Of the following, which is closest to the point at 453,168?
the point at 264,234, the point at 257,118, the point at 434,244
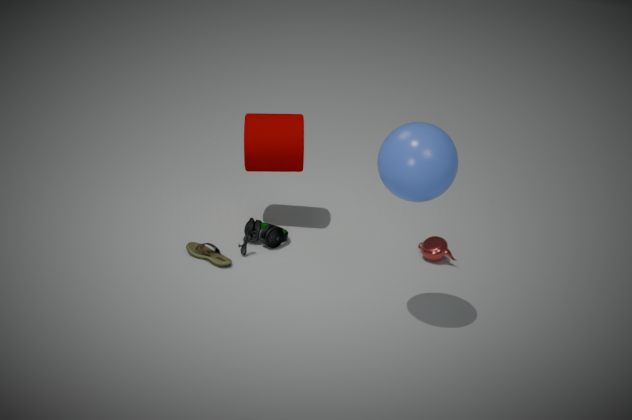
the point at 434,244
